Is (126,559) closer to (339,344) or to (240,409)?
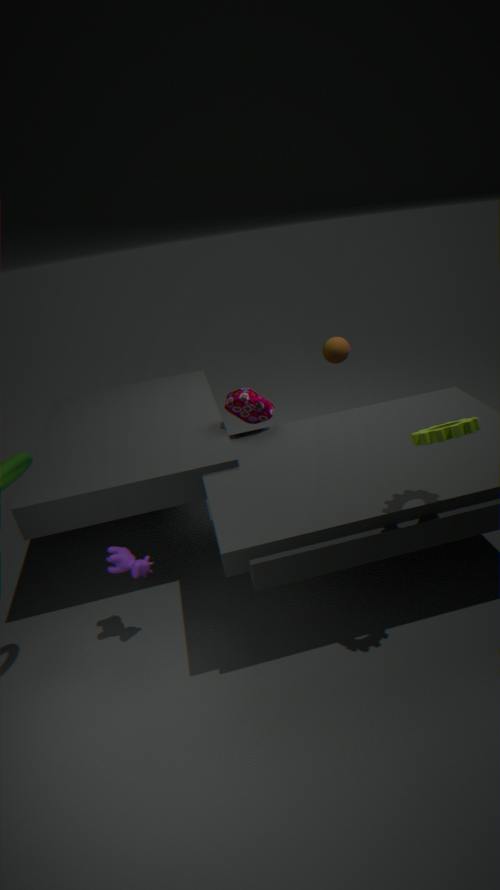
(240,409)
